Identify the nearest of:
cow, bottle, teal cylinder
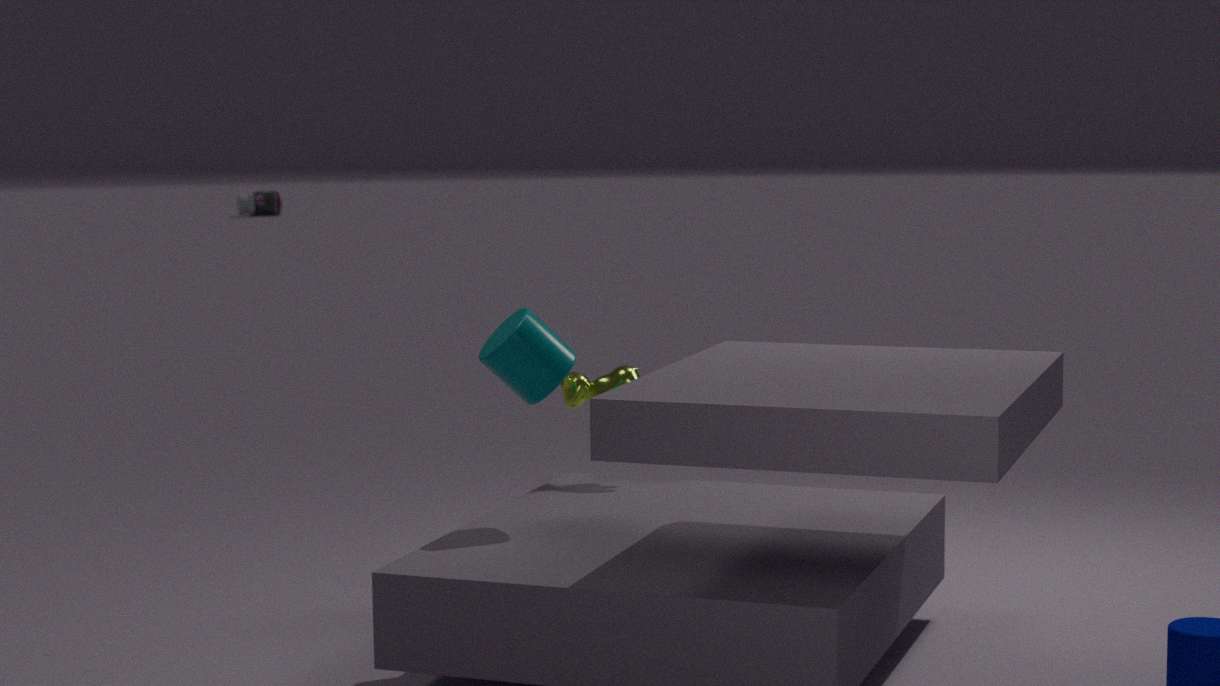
teal cylinder
